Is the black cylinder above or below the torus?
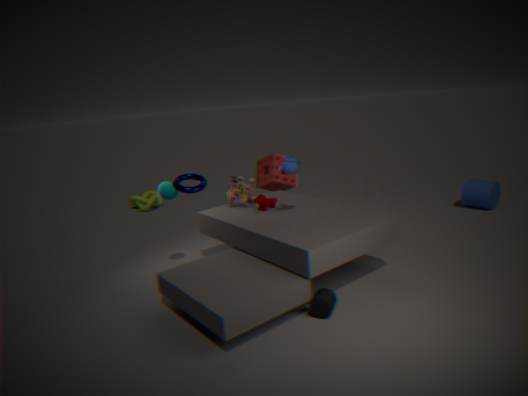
below
